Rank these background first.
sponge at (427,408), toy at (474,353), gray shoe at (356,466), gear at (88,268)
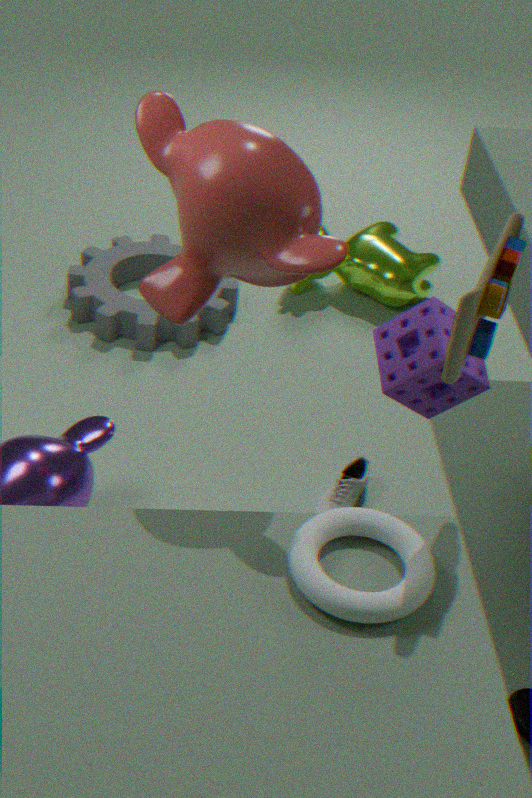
gear at (88,268), gray shoe at (356,466), sponge at (427,408), toy at (474,353)
